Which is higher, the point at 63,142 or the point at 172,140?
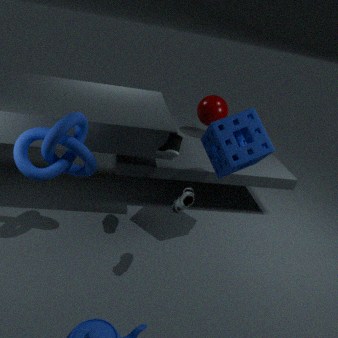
the point at 172,140
